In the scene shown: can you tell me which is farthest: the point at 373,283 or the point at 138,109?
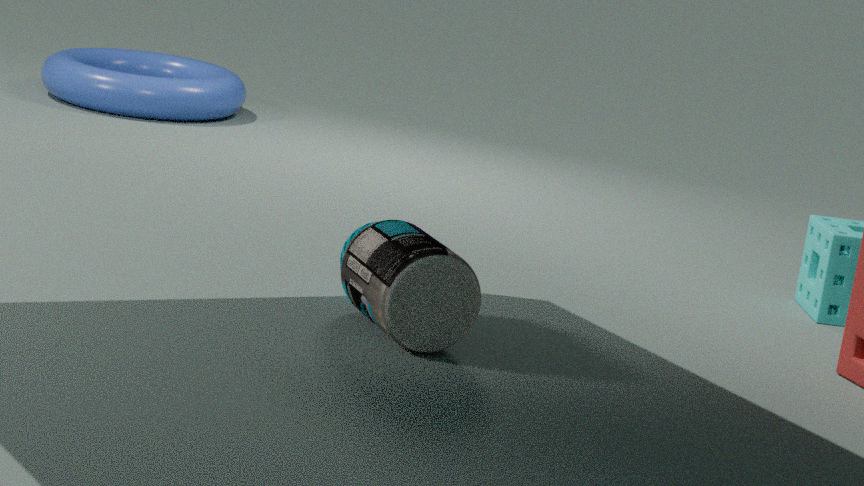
the point at 138,109
